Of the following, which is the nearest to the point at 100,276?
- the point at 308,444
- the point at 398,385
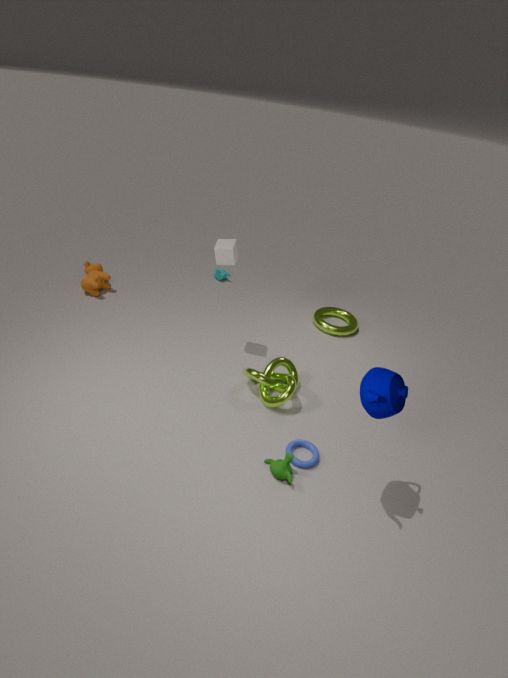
the point at 308,444
